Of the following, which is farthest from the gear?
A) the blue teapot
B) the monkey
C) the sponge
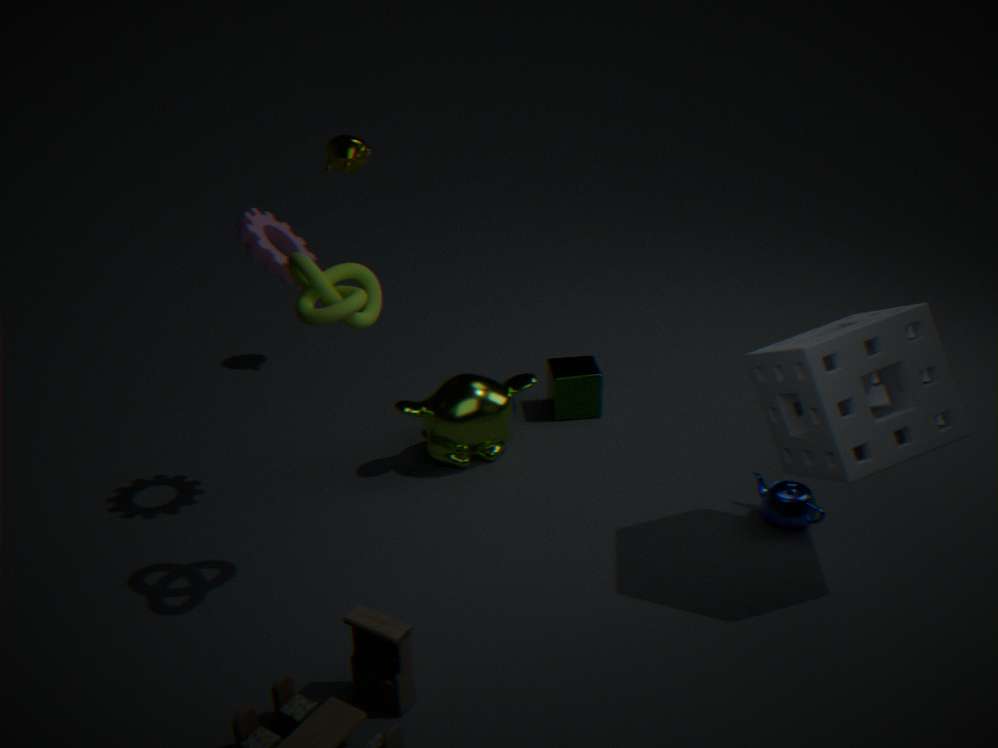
the blue teapot
